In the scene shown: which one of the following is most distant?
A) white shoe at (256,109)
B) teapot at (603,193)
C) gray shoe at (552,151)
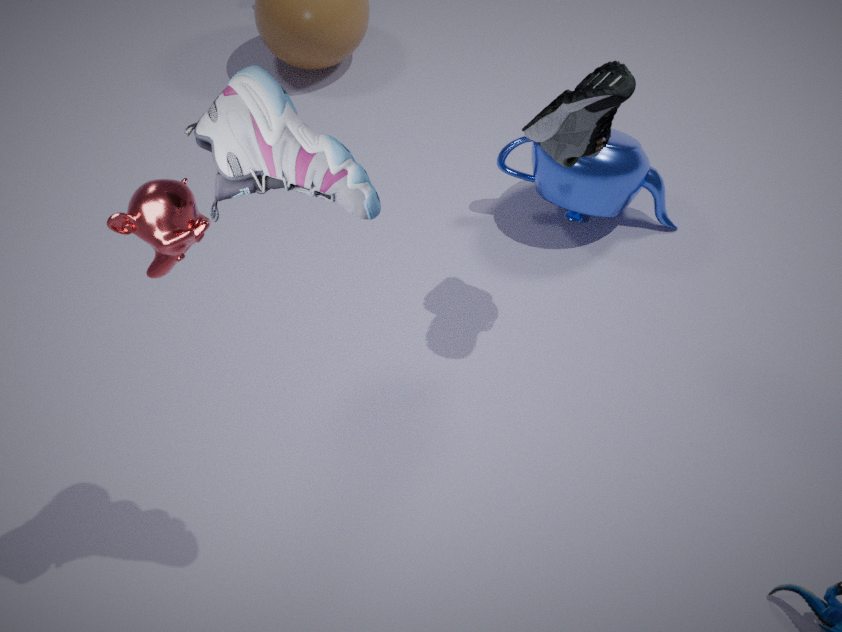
teapot at (603,193)
